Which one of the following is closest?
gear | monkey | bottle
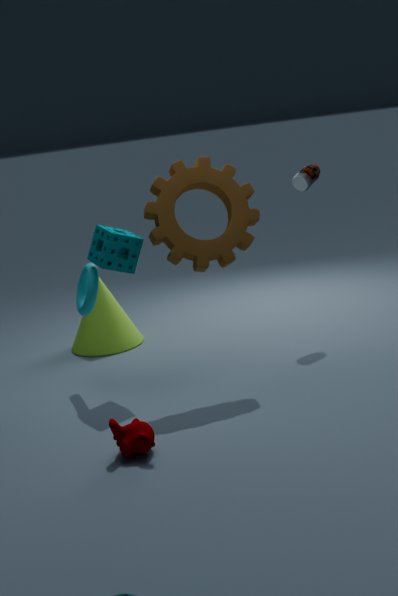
monkey
